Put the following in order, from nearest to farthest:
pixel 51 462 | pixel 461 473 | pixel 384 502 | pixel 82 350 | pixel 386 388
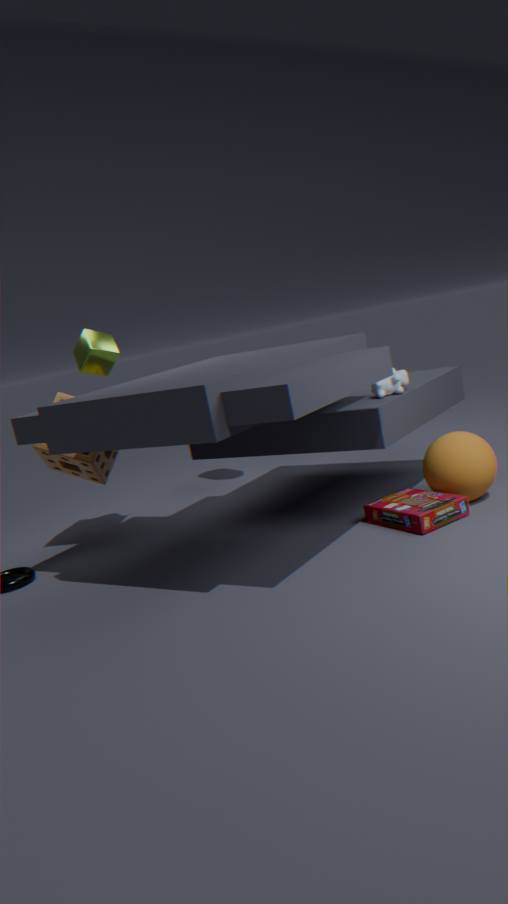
pixel 461 473
pixel 384 502
pixel 386 388
pixel 82 350
pixel 51 462
